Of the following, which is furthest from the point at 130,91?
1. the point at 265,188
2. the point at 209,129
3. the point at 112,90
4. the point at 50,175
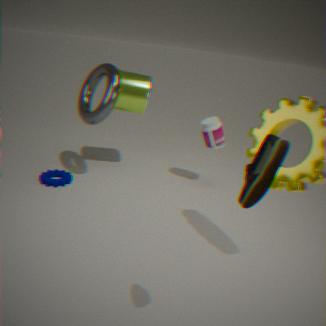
the point at 265,188
